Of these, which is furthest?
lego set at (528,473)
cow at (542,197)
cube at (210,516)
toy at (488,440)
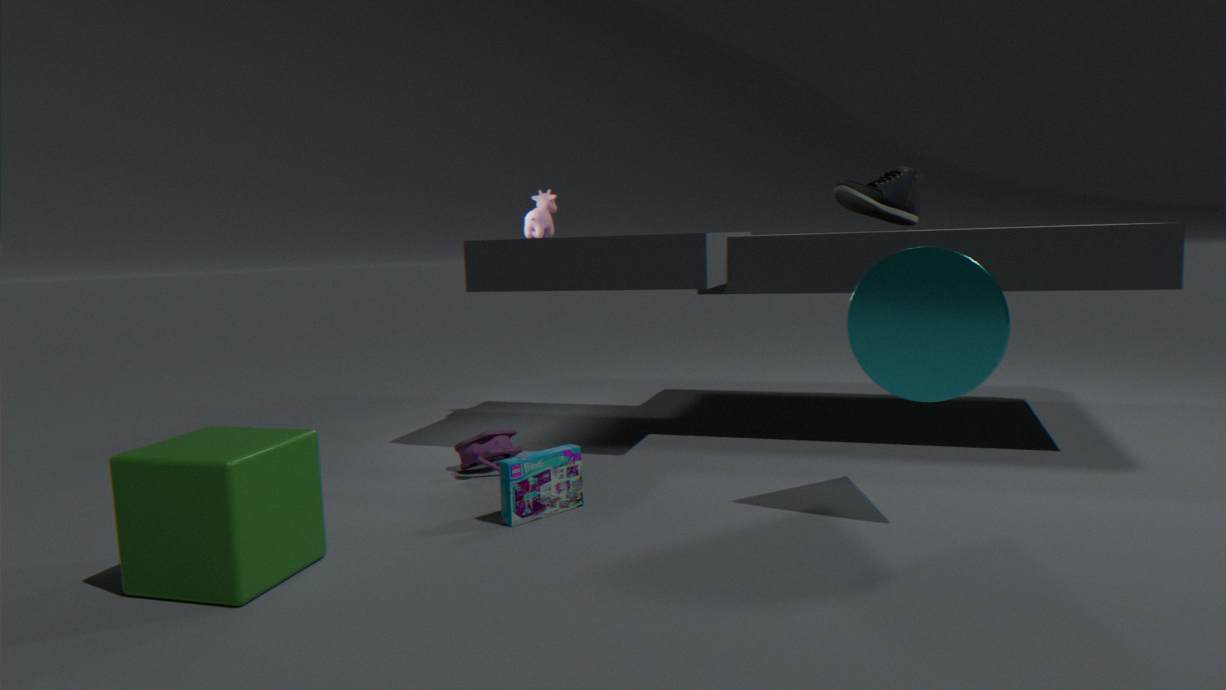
cow at (542,197)
